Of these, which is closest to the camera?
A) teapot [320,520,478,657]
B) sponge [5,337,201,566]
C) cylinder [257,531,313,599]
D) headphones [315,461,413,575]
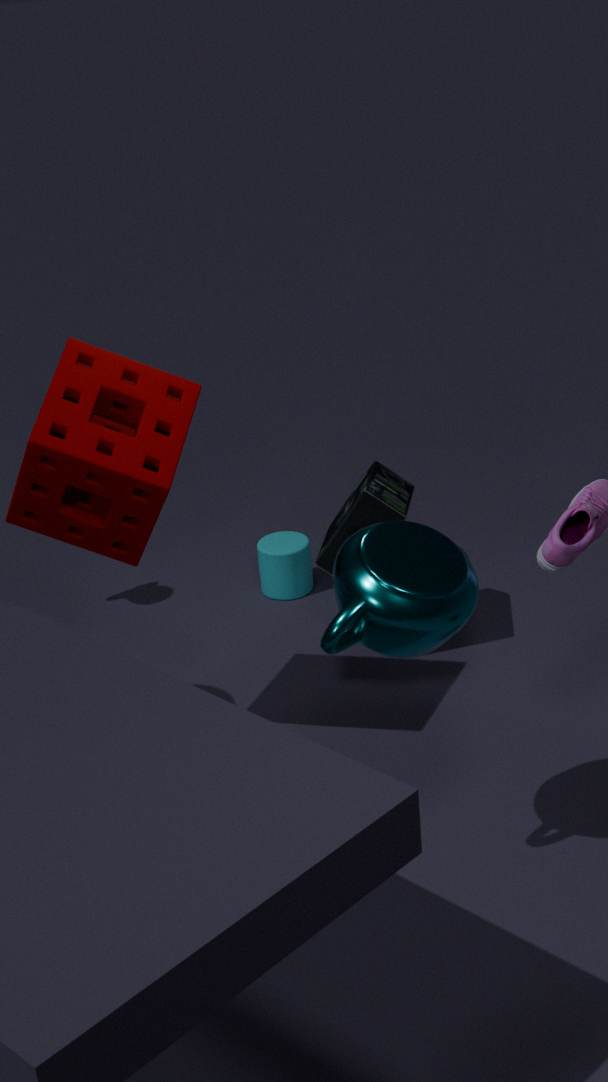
teapot [320,520,478,657]
